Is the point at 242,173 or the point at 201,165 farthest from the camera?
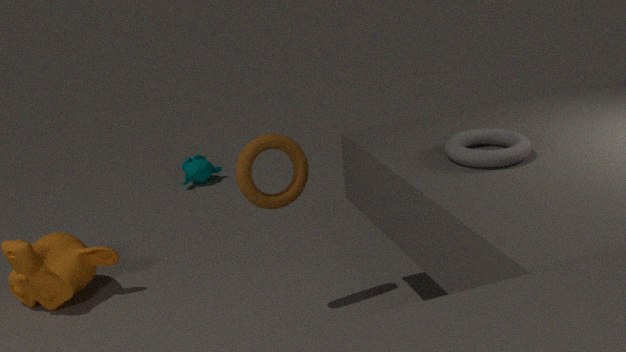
the point at 201,165
